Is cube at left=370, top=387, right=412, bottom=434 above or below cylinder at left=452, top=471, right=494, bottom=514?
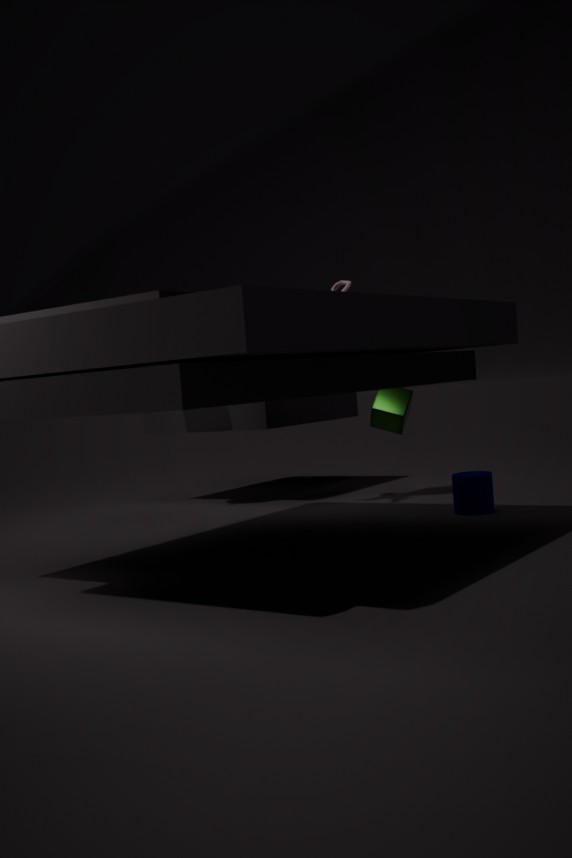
above
